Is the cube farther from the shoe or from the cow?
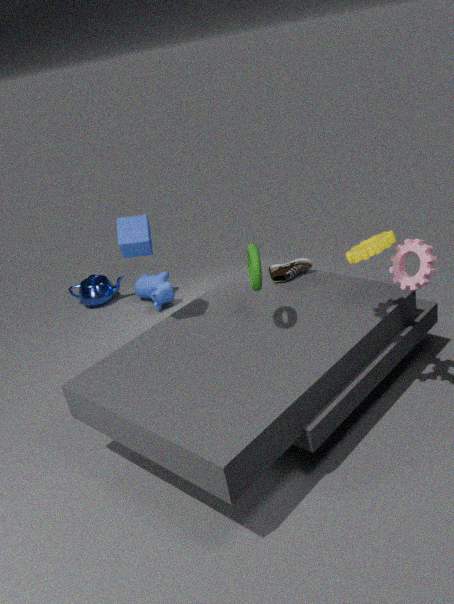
the cow
